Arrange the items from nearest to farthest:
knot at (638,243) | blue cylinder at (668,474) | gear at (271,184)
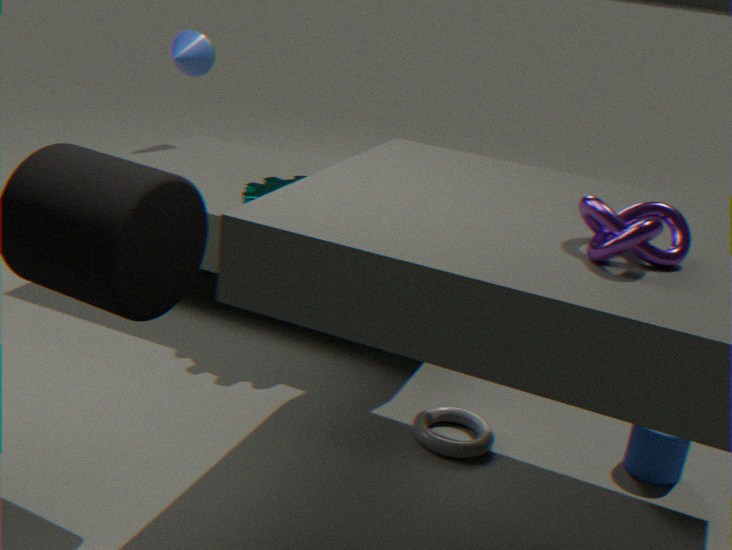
knot at (638,243) → blue cylinder at (668,474) → gear at (271,184)
